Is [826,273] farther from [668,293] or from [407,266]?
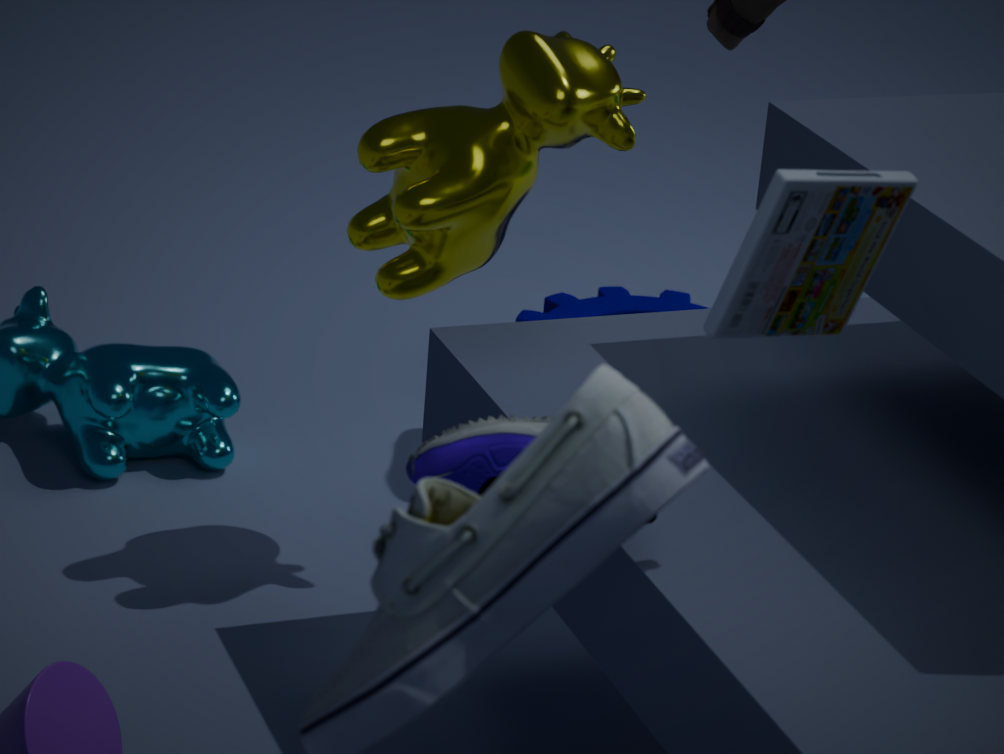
[668,293]
